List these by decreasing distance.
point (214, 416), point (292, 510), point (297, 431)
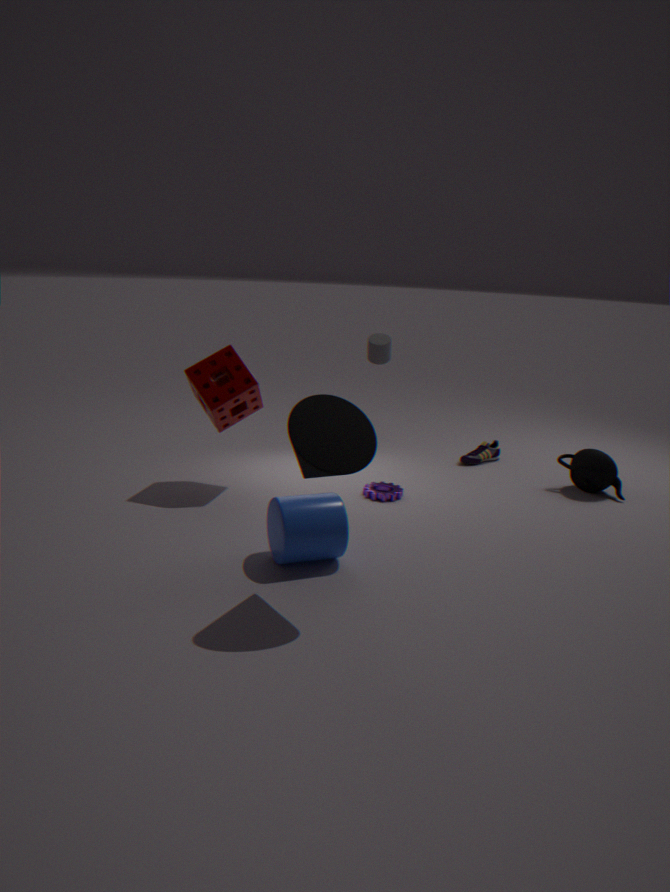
point (214, 416)
point (292, 510)
point (297, 431)
